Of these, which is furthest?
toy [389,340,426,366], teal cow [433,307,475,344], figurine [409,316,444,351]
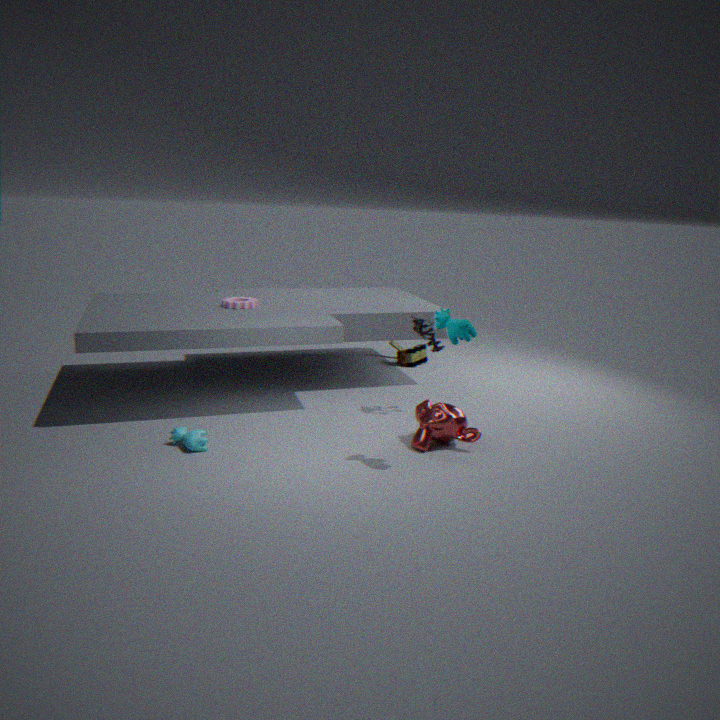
toy [389,340,426,366]
